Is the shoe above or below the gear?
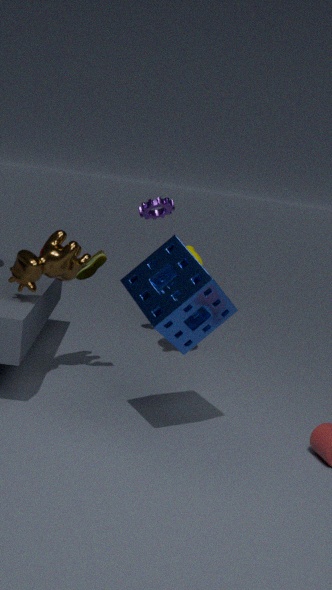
below
